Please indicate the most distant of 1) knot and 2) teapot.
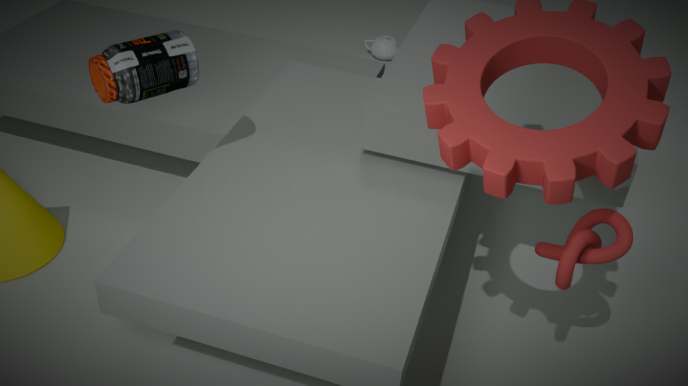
2. teapot
